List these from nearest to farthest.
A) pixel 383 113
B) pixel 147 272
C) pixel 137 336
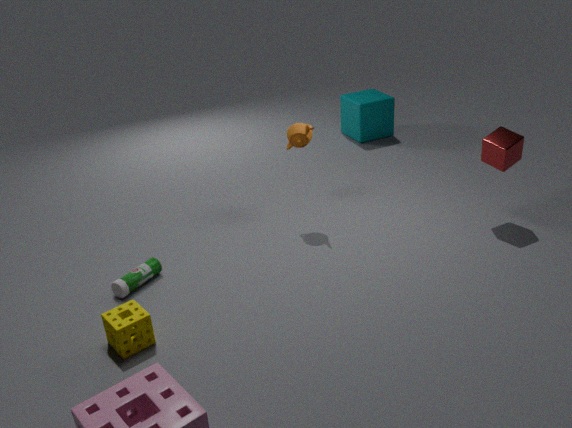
pixel 137 336 < pixel 147 272 < pixel 383 113
